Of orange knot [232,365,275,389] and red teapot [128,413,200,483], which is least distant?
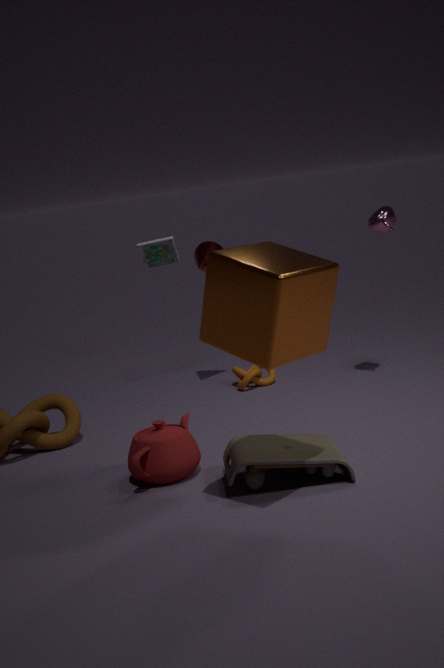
red teapot [128,413,200,483]
